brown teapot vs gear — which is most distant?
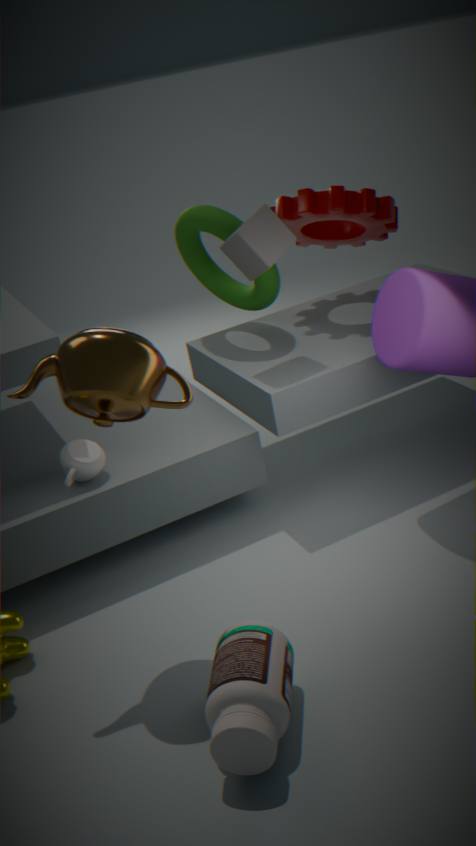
gear
